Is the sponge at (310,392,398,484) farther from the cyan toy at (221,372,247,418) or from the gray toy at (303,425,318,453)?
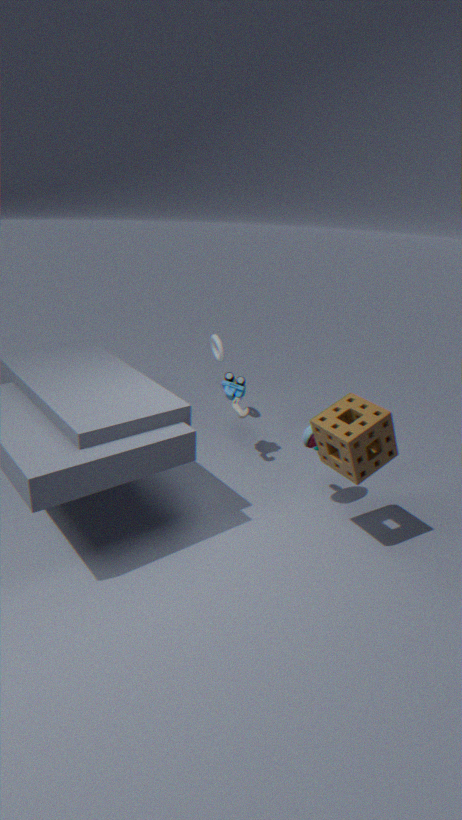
the cyan toy at (221,372,247,418)
